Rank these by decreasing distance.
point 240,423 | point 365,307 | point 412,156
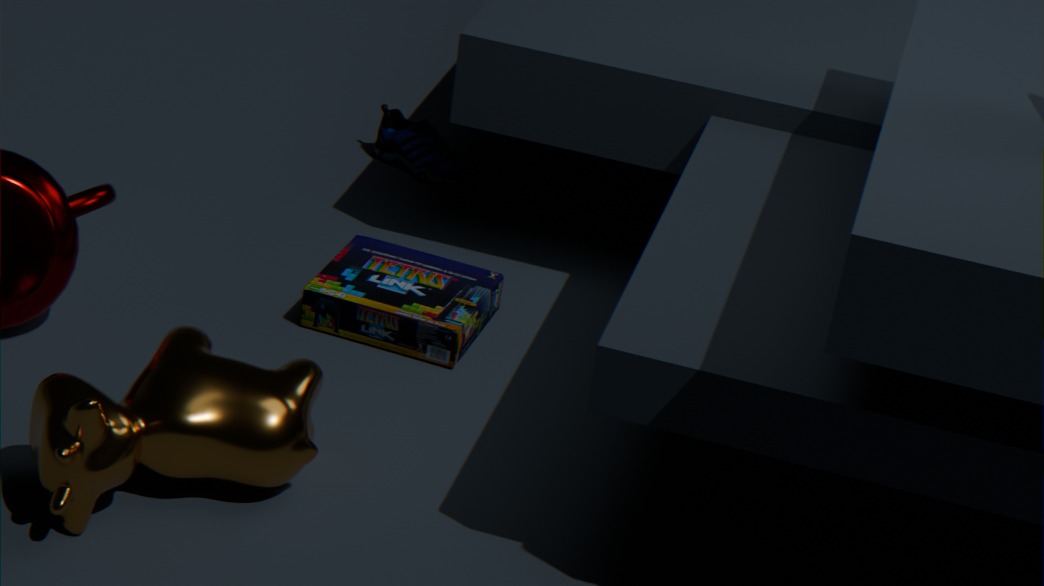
1. point 412,156
2. point 365,307
3. point 240,423
